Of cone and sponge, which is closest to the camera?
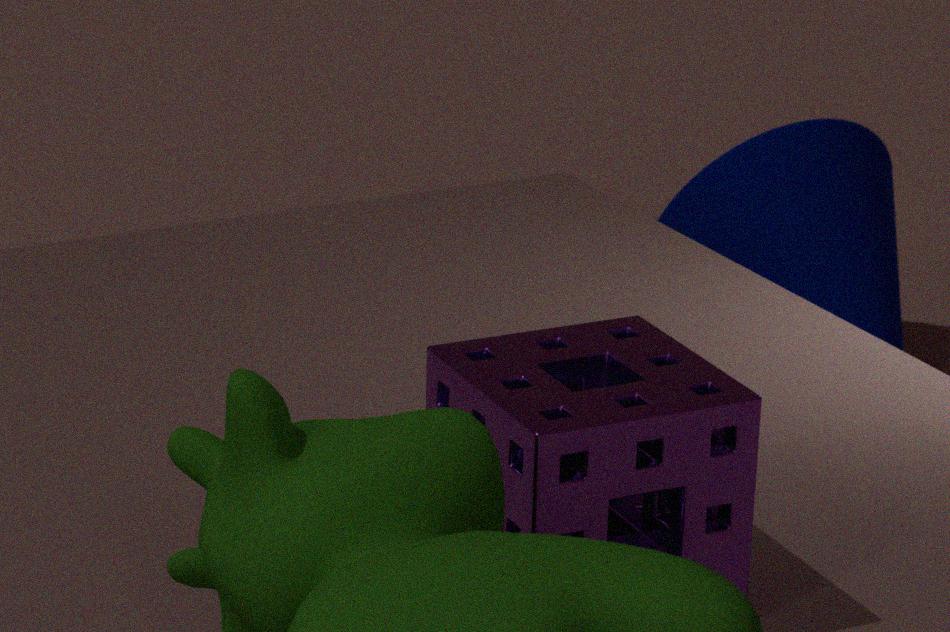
sponge
